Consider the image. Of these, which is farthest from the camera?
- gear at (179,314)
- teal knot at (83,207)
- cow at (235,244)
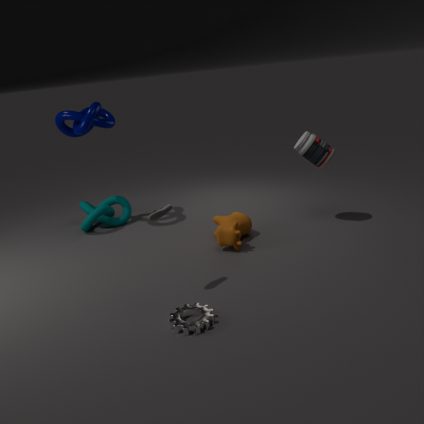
teal knot at (83,207)
